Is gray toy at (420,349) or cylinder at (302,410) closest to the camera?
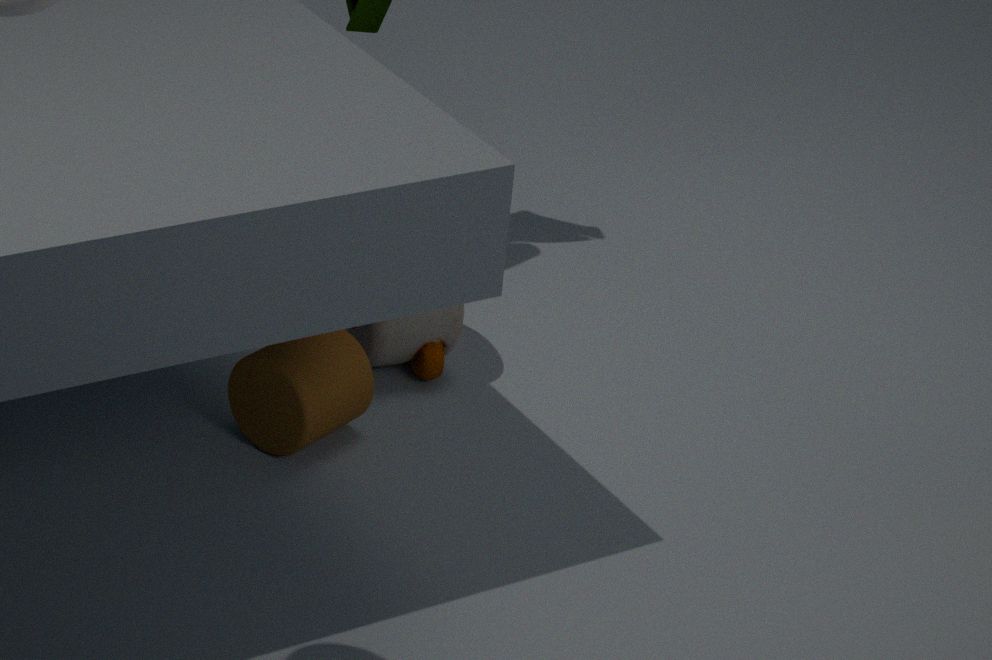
→ cylinder at (302,410)
